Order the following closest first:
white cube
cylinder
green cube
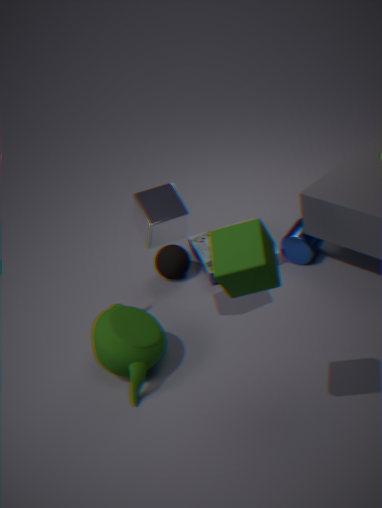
green cube
white cube
cylinder
